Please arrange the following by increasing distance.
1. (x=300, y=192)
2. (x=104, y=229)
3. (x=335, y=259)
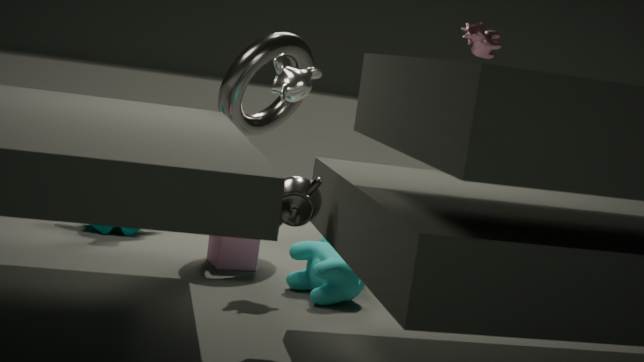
(x=300, y=192), (x=335, y=259), (x=104, y=229)
